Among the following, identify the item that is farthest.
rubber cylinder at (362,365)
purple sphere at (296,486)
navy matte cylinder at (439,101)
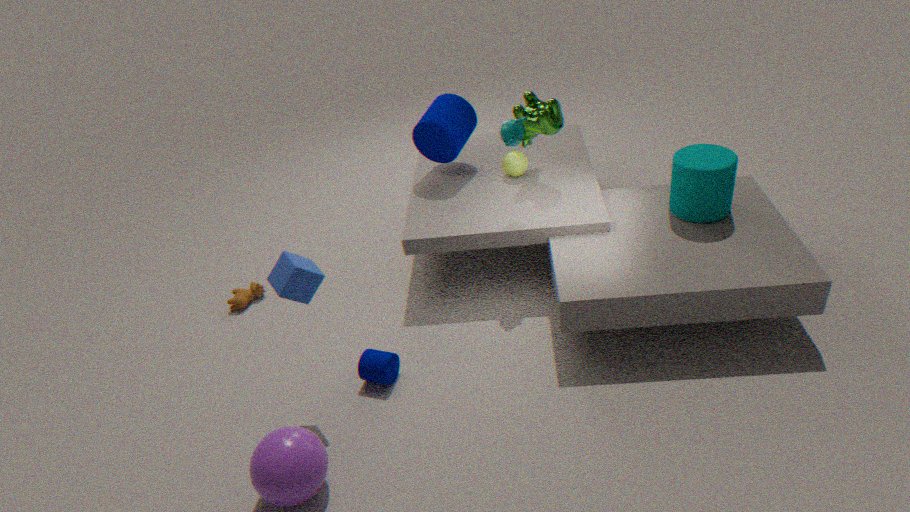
navy matte cylinder at (439,101)
